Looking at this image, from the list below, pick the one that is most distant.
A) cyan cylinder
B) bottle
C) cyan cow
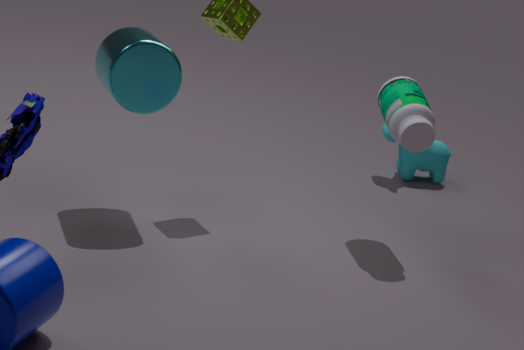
cyan cow
